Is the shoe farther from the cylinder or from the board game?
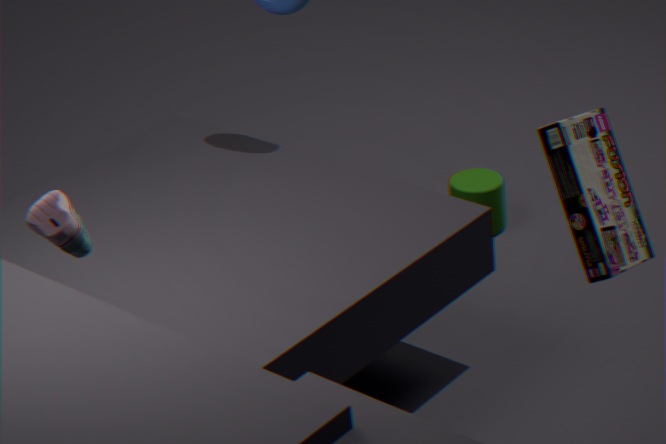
the cylinder
